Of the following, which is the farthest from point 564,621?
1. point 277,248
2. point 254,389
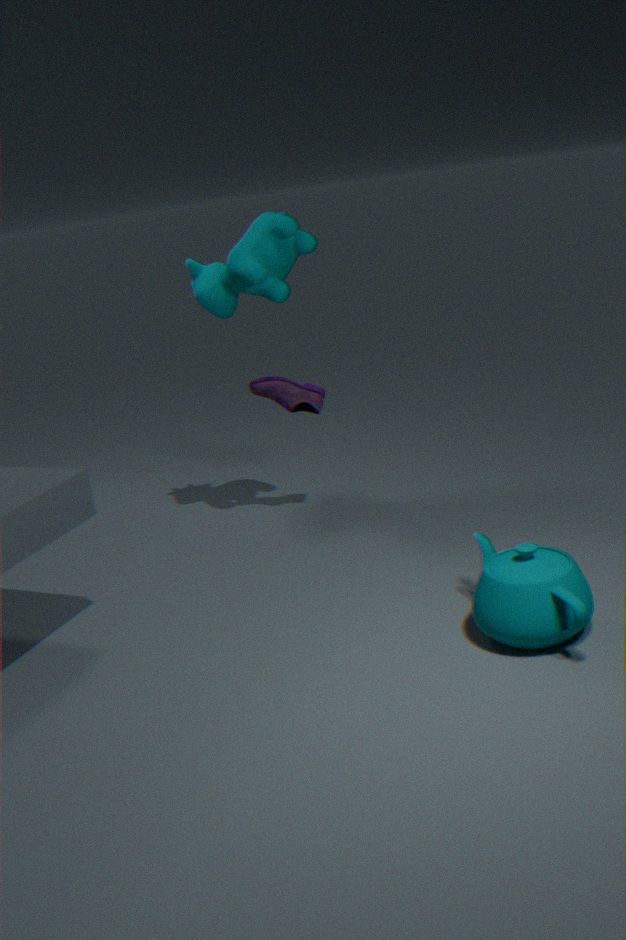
point 277,248
